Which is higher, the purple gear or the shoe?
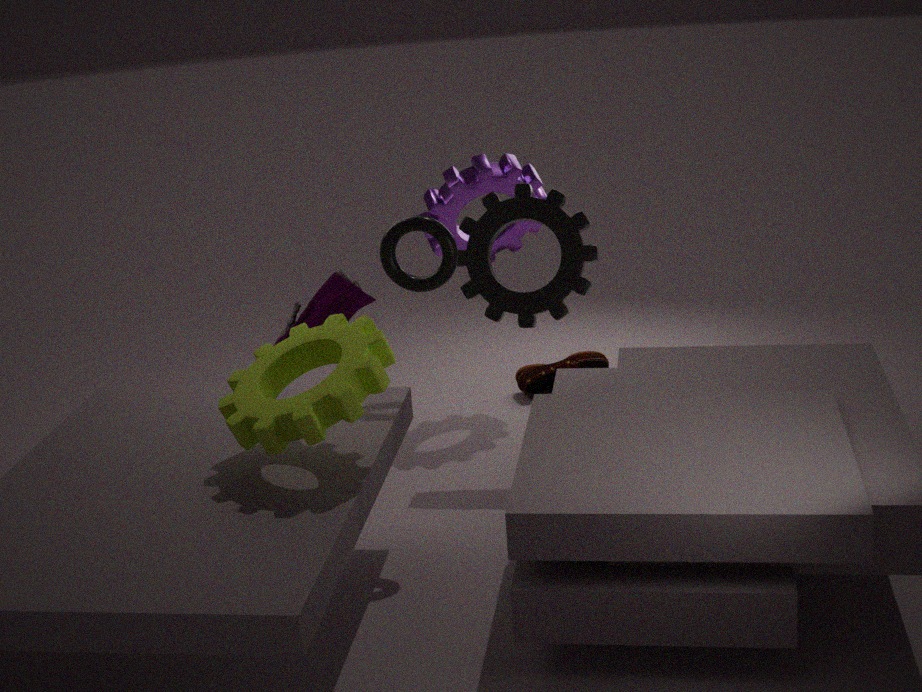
the purple gear
